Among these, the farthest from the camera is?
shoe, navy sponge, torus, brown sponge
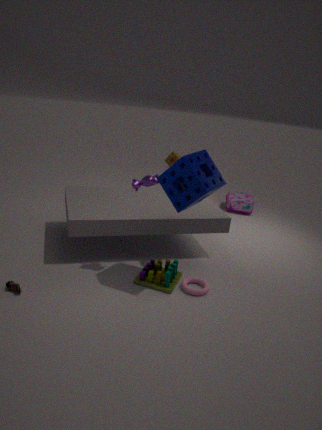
brown sponge
